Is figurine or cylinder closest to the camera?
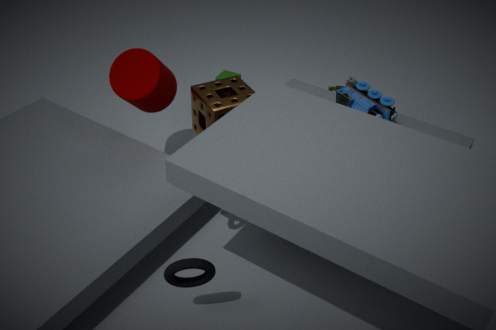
cylinder
